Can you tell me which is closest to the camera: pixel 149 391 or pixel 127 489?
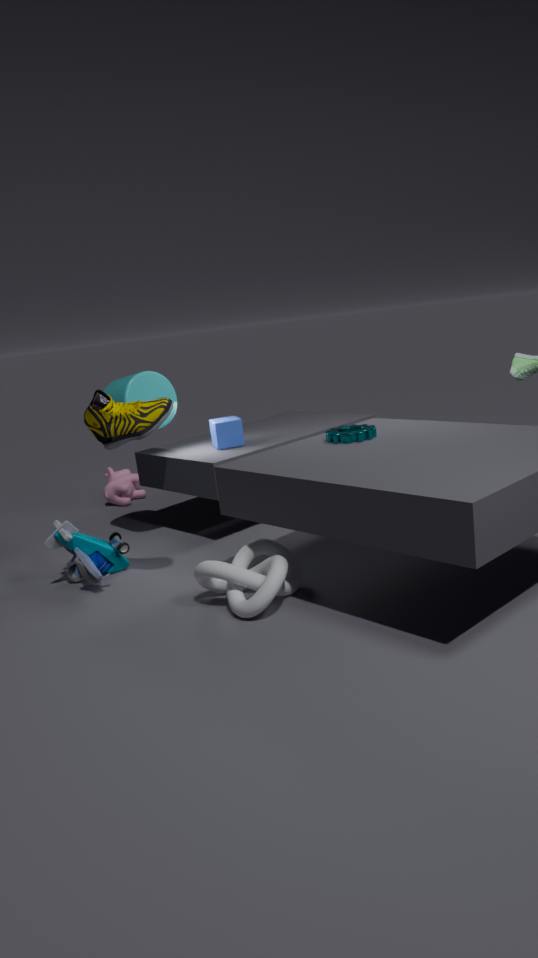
pixel 149 391
